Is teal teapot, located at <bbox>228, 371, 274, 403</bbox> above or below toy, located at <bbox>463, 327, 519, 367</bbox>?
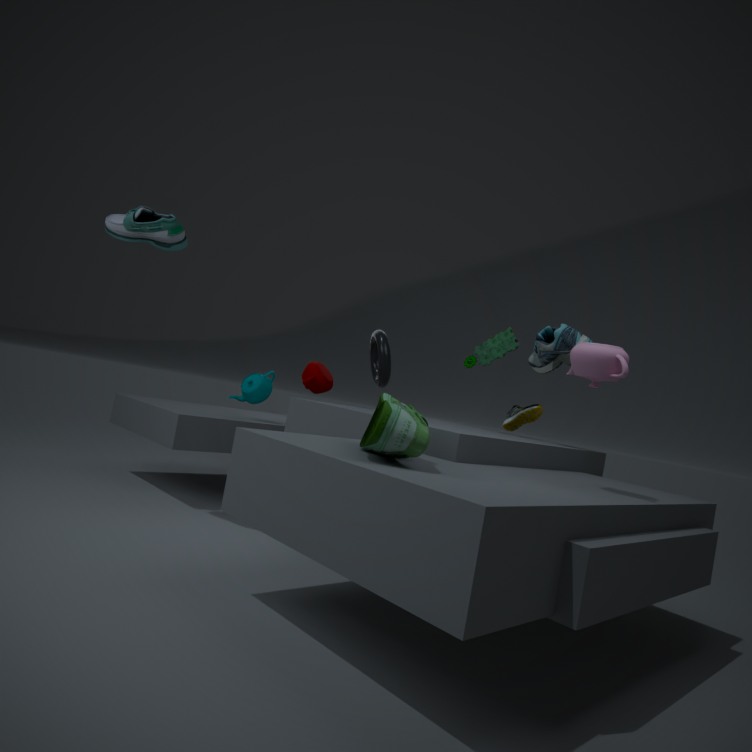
below
